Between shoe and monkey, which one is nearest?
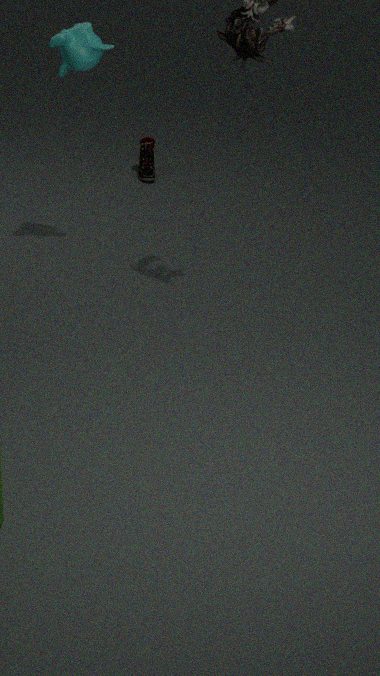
monkey
